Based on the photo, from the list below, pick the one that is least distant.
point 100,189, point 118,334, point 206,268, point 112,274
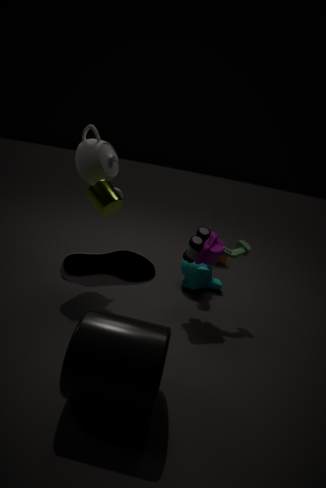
point 112,274
